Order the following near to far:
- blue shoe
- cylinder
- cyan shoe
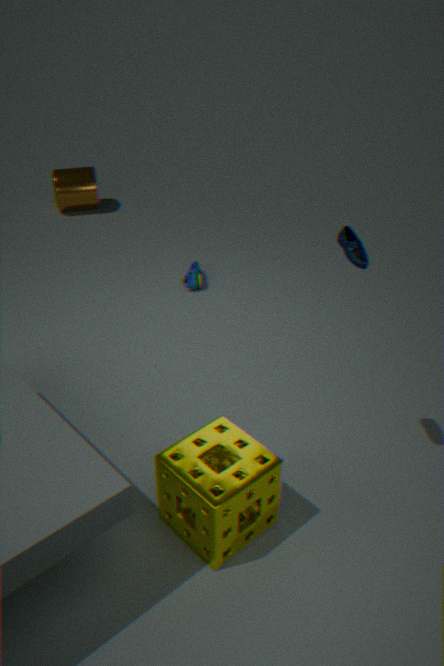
blue shoe, cyan shoe, cylinder
